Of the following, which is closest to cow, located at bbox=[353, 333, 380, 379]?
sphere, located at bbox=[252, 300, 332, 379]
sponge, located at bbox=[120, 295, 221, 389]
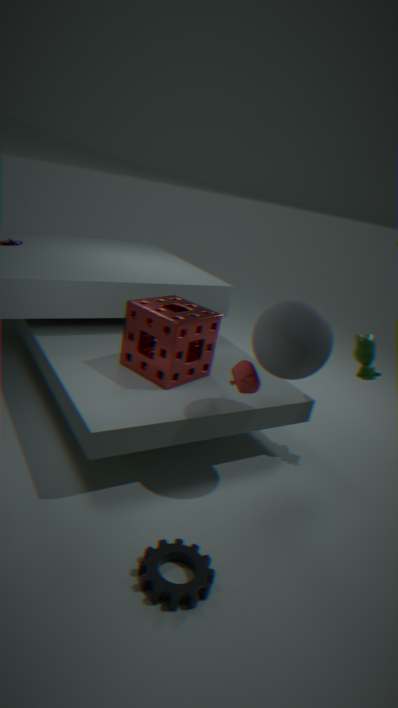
sphere, located at bbox=[252, 300, 332, 379]
